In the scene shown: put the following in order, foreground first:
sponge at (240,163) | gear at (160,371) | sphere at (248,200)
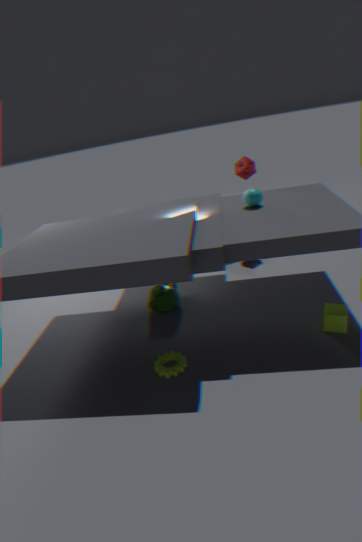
gear at (160,371), sphere at (248,200), sponge at (240,163)
